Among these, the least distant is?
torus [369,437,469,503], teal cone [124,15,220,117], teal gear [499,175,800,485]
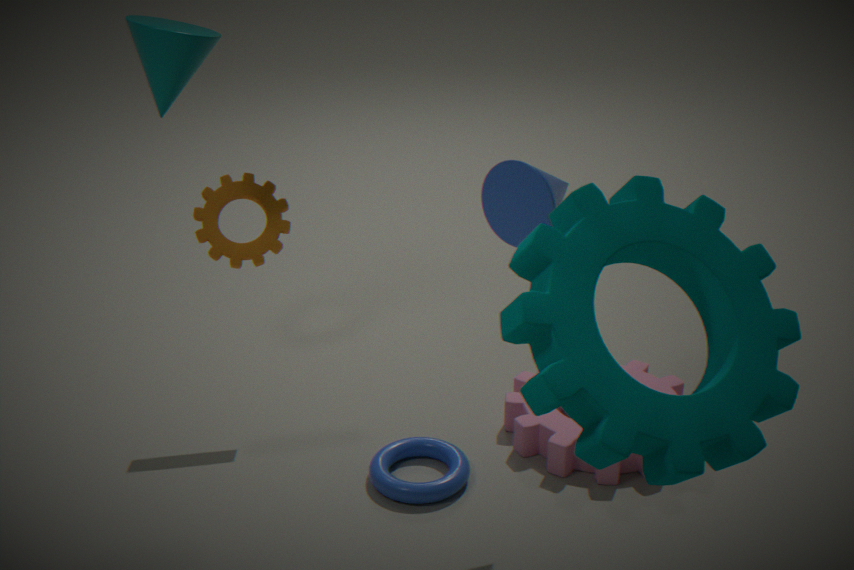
teal gear [499,175,800,485]
